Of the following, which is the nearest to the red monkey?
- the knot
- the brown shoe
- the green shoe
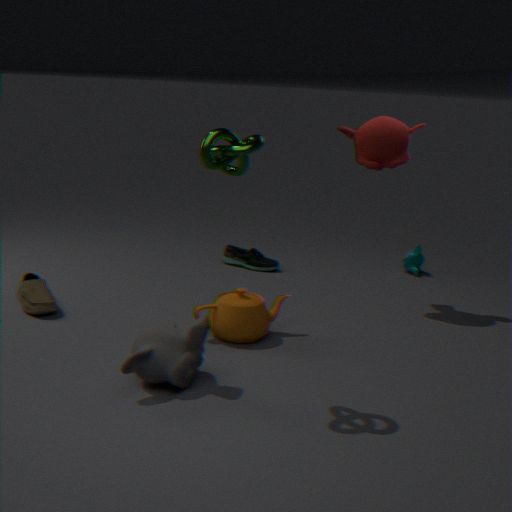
the green shoe
